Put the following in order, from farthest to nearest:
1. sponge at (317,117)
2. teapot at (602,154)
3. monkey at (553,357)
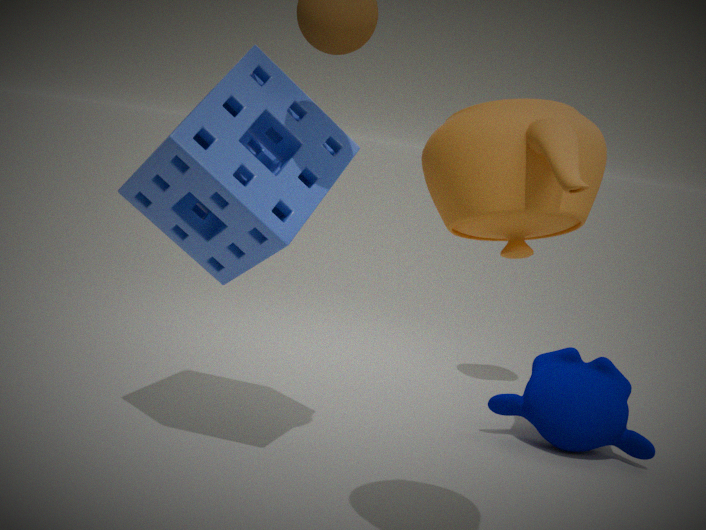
1. monkey at (553,357)
2. sponge at (317,117)
3. teapot at (602,154)
